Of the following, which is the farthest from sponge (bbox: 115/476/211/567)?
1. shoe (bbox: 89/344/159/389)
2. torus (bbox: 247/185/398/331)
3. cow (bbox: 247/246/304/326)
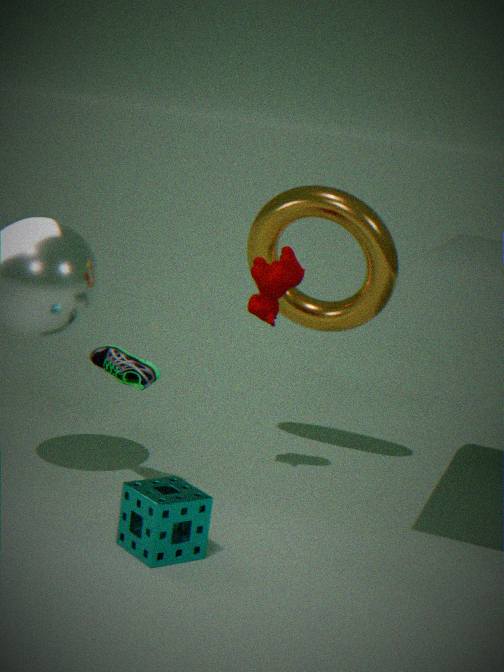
torus (bbox: 247/185/398/331)
